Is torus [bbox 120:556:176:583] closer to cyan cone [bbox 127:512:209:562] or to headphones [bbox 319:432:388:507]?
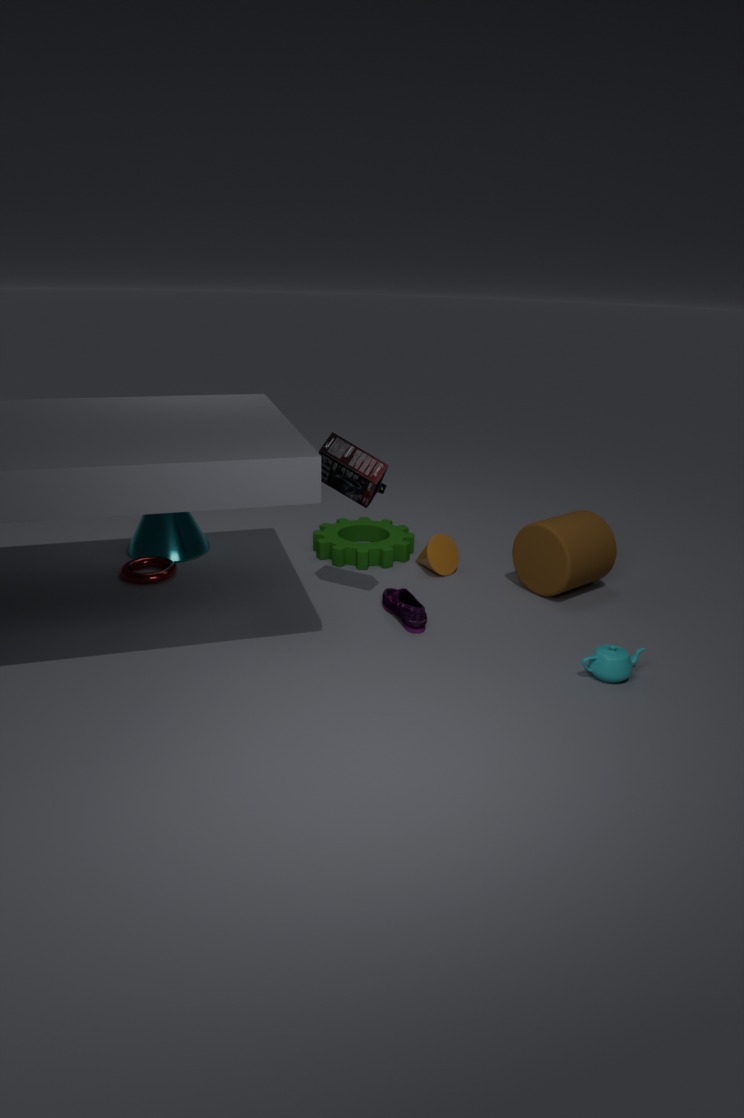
cyan cone [bbox 127:512:209:562]
